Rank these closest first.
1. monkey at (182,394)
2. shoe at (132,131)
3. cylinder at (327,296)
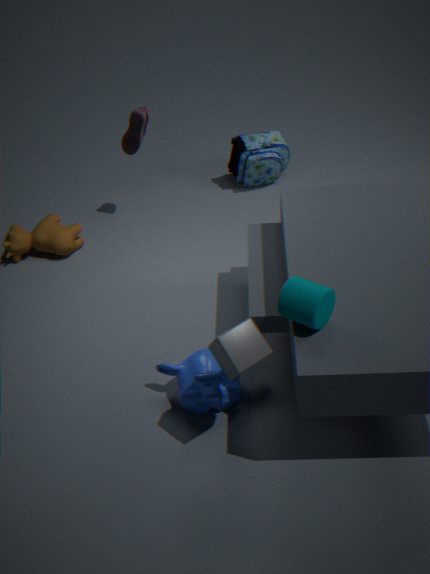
cylinder at (327,296) → monkey at (182,394) → shoe at (132,131)
